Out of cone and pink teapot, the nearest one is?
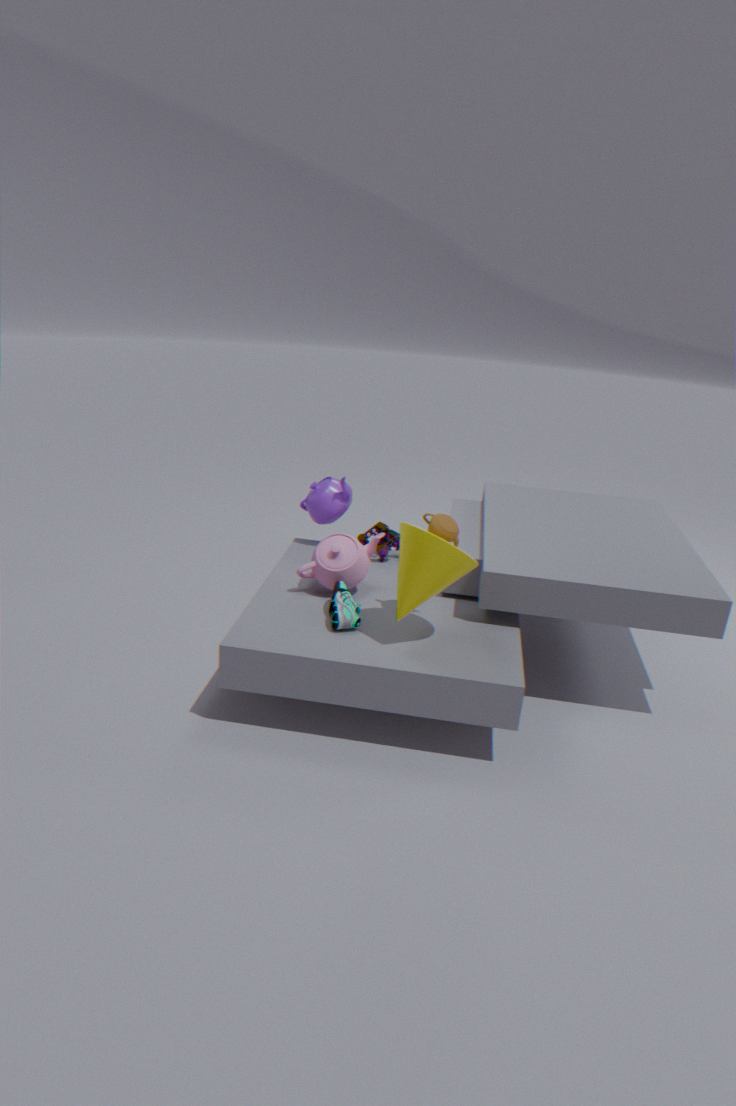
cone
